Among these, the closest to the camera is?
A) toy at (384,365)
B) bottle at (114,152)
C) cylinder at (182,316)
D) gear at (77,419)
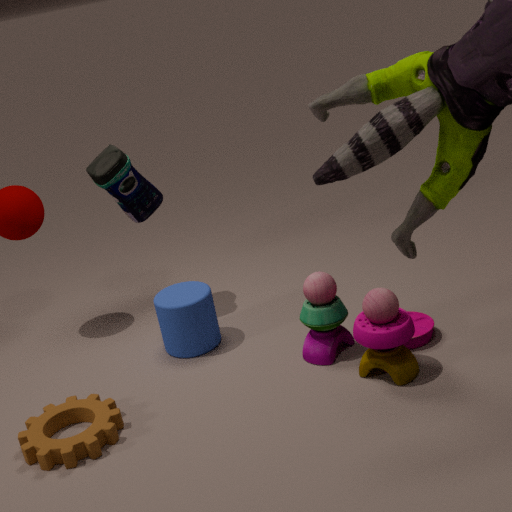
gear at (77,419)
